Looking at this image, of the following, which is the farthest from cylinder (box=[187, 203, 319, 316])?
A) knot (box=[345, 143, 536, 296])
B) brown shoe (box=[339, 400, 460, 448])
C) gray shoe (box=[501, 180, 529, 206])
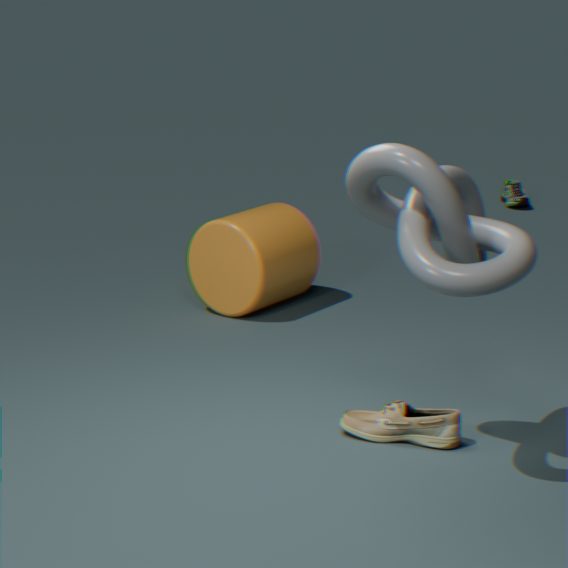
gray shoe (box=[501, 180, 529, 206])
